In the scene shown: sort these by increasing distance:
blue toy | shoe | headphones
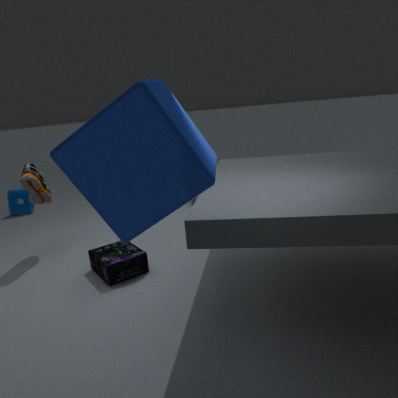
headphones < shoe < blue toy
